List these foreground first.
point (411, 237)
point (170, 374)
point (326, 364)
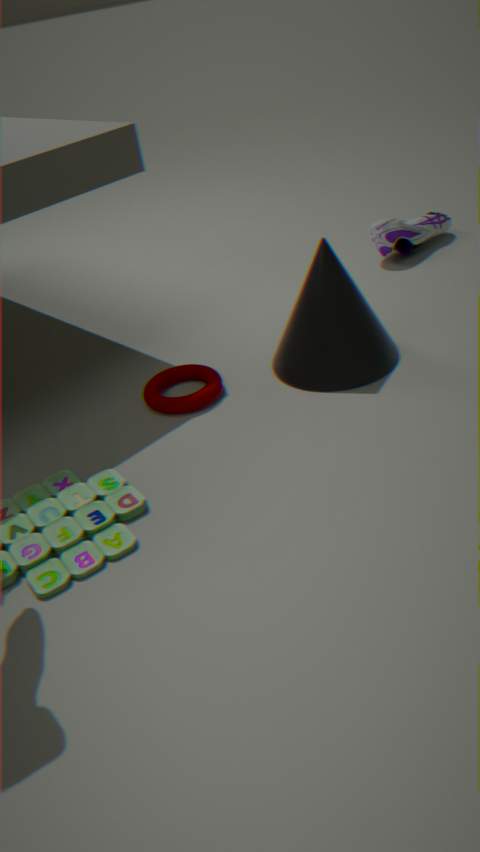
point (326, 364)
point (170, 374)
point (411, 237)
